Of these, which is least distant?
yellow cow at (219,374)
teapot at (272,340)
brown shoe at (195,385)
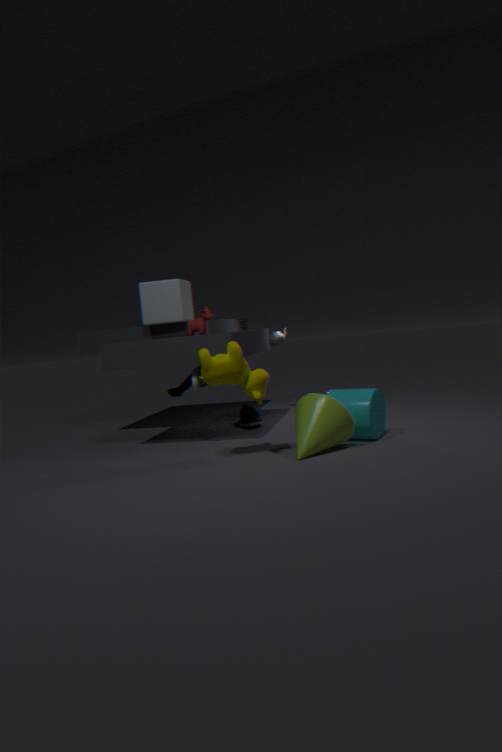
yellow cow at (219,374)
